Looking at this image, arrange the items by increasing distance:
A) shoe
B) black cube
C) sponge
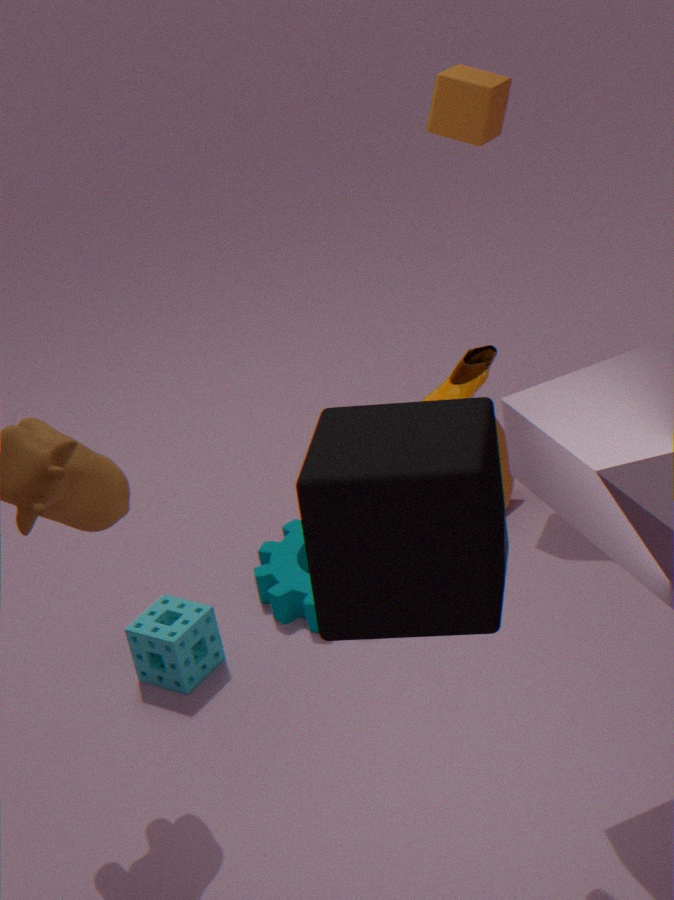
1. black cube
2. shoe
3. sponge
